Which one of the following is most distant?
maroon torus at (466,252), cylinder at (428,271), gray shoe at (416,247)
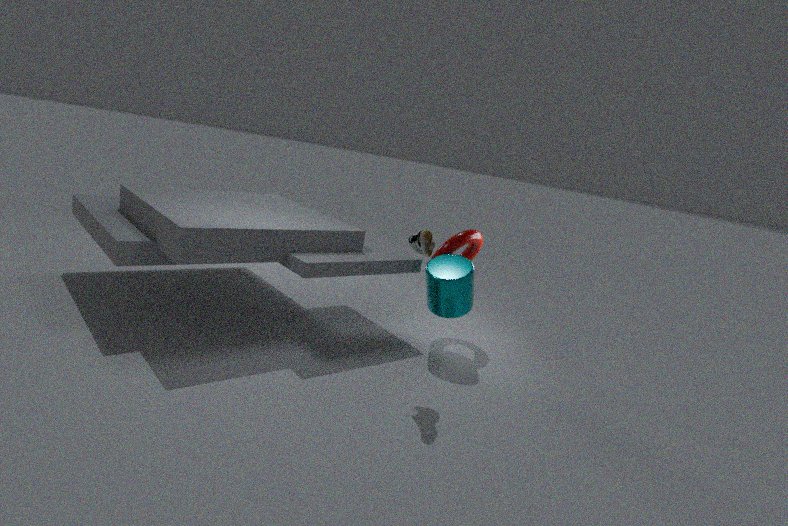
maroon torus at (466,252)
